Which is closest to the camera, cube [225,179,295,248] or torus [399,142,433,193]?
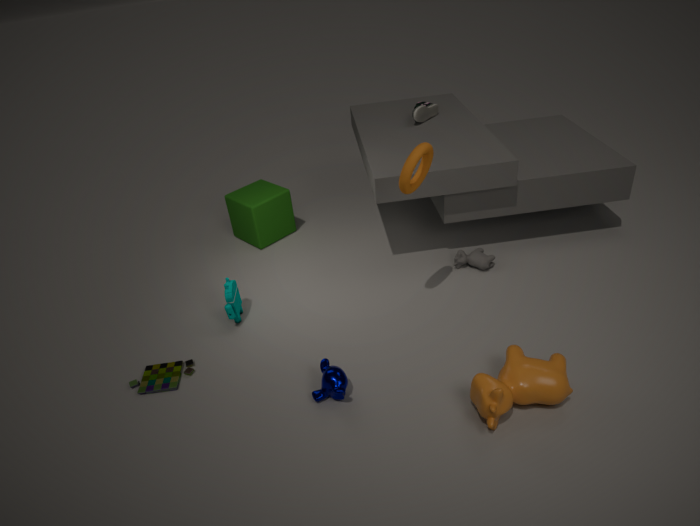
torus [399,142,433,193]
